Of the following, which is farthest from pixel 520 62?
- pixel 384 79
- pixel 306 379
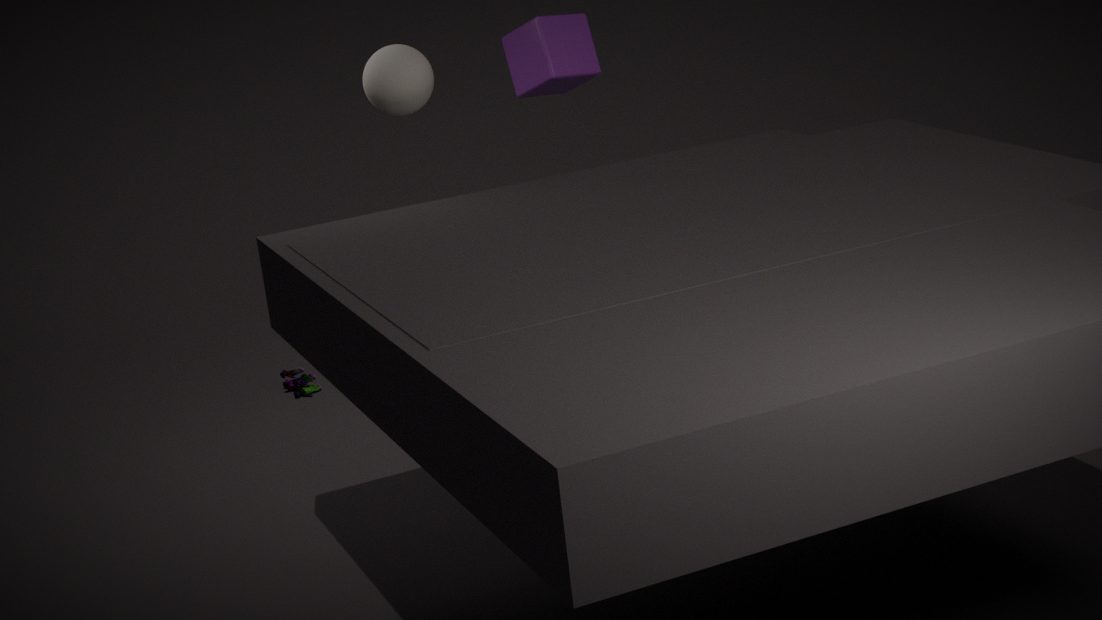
pixel 306 379
